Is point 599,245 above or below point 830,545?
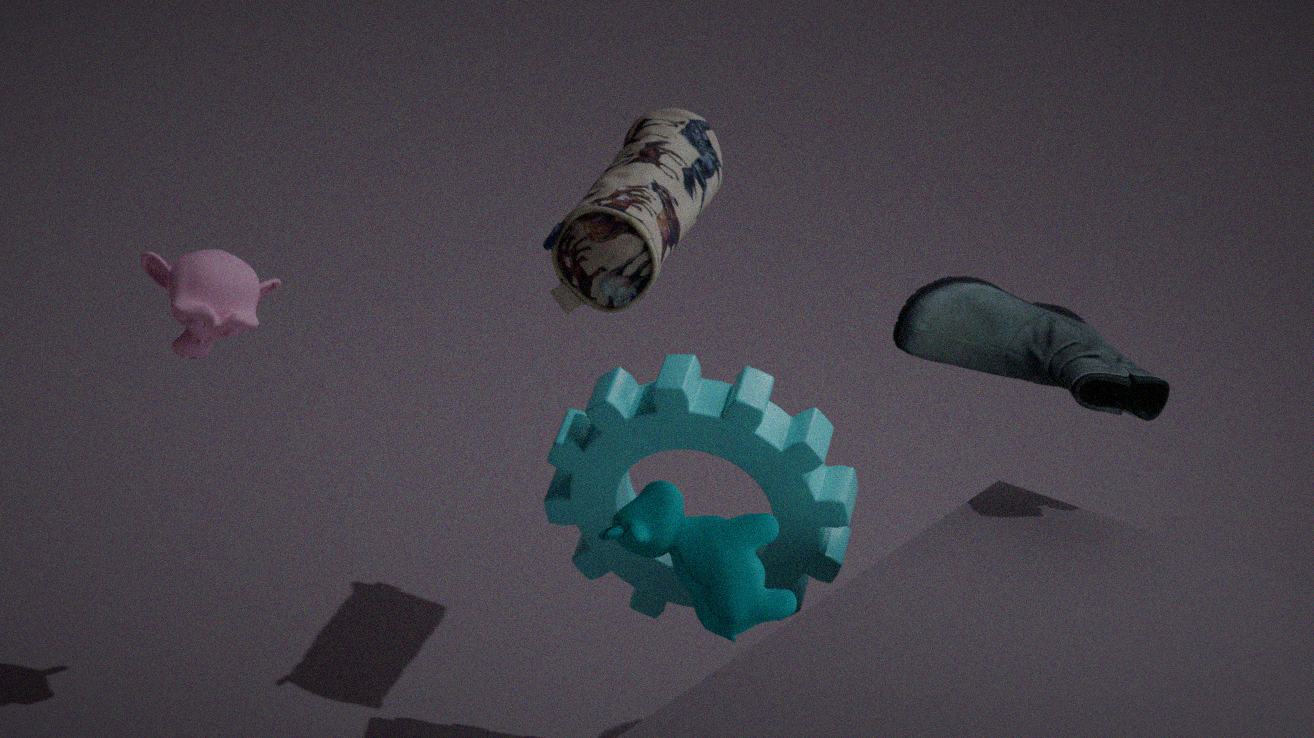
above
